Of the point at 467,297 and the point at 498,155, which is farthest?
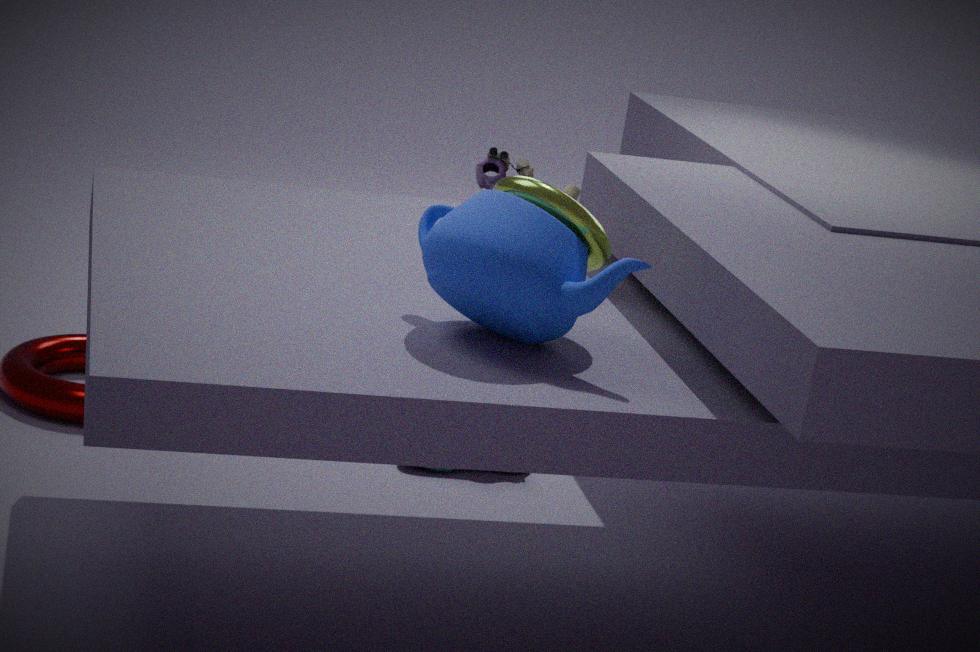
the point at 498,155
